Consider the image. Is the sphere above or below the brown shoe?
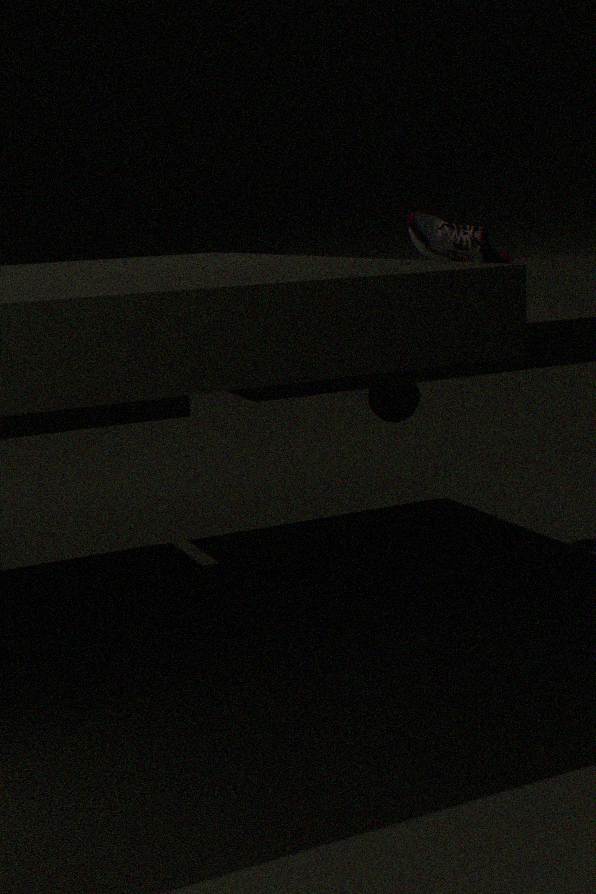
below
